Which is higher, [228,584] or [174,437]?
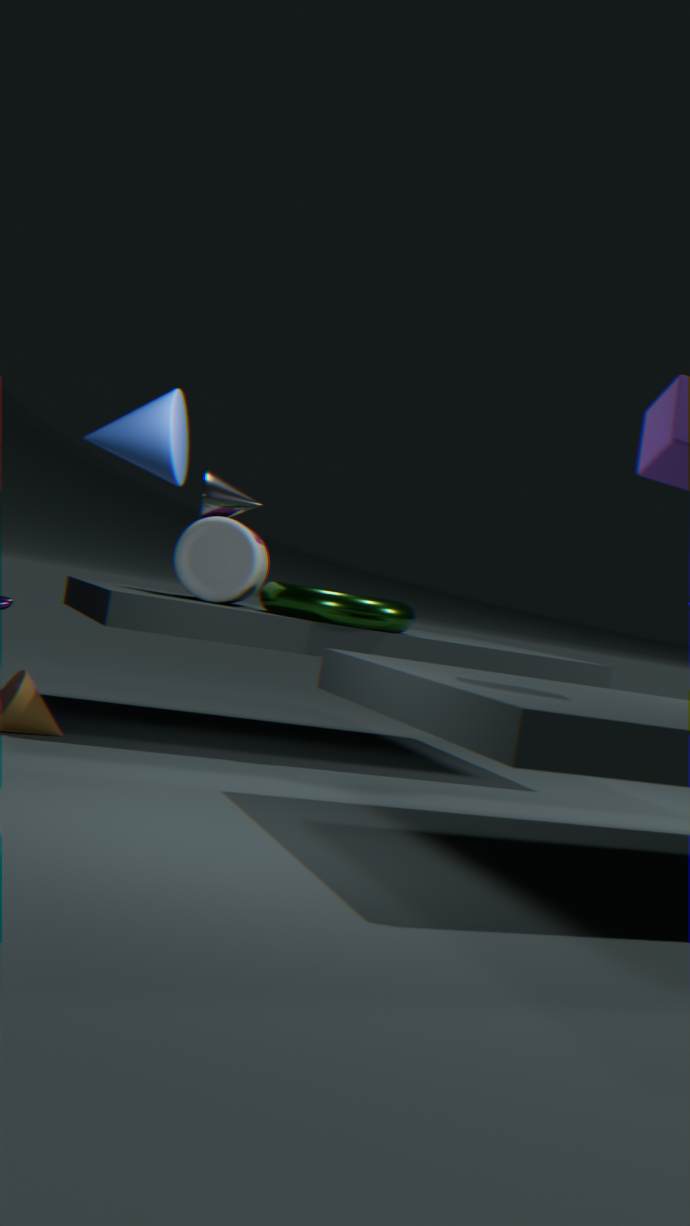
[174,437]
